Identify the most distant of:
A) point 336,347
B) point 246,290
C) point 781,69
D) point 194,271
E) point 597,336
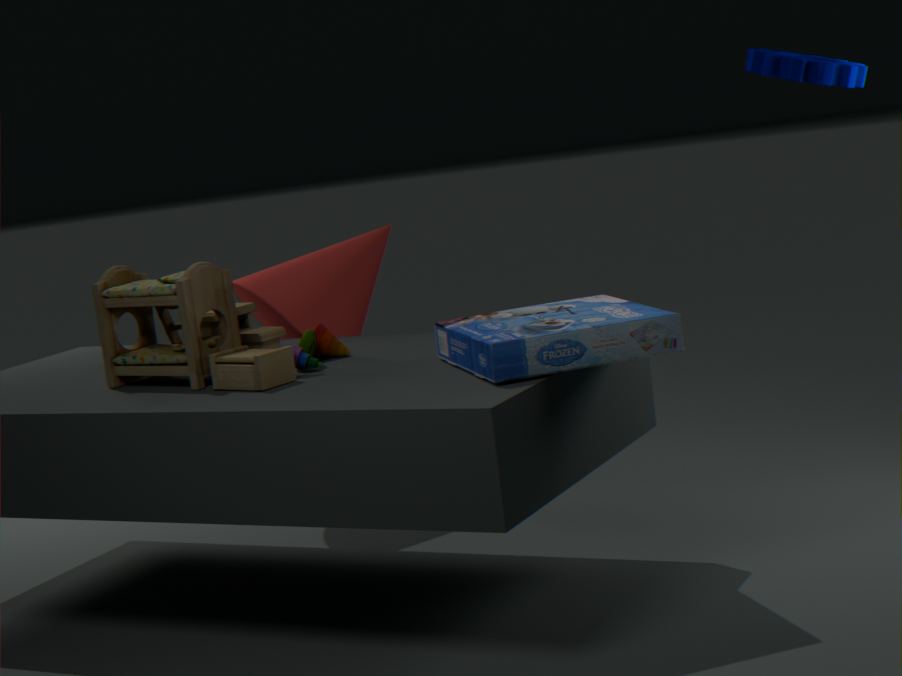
point 246,290
